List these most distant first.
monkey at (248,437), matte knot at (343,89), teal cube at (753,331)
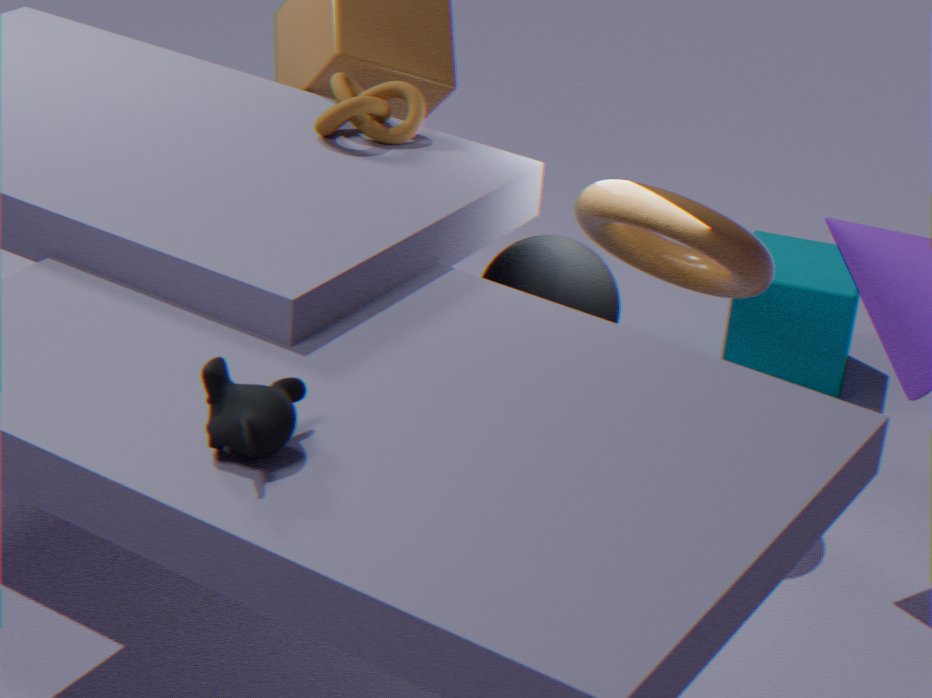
teal cube at (753,331) < matte knot at (343,89) < monkey at (248,437)
